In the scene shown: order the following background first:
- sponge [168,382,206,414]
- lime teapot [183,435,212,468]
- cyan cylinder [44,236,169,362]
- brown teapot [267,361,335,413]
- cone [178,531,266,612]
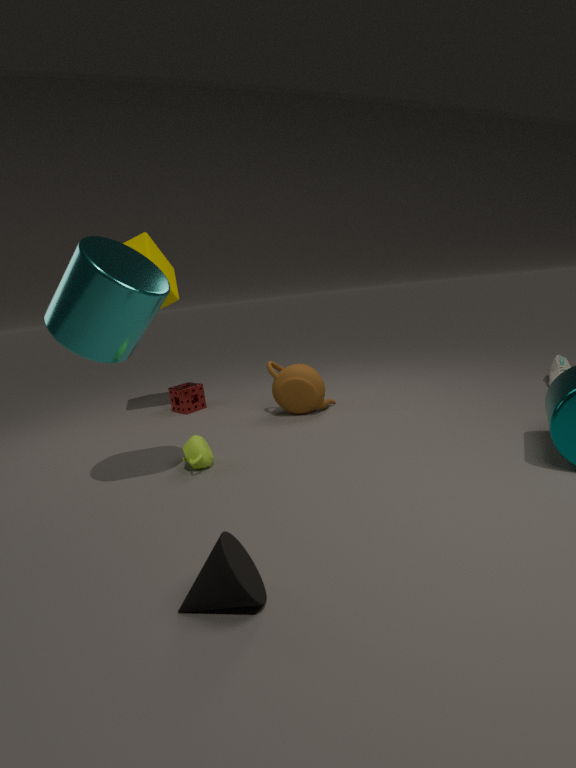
1. sponge [168,382,206,414]
2. brown teapot [267,361,335,413]
3. lime teapot [183,435,212,468]
4. cyan cylinder [44,236,169,362]
5. cone [178,531,266,612]
